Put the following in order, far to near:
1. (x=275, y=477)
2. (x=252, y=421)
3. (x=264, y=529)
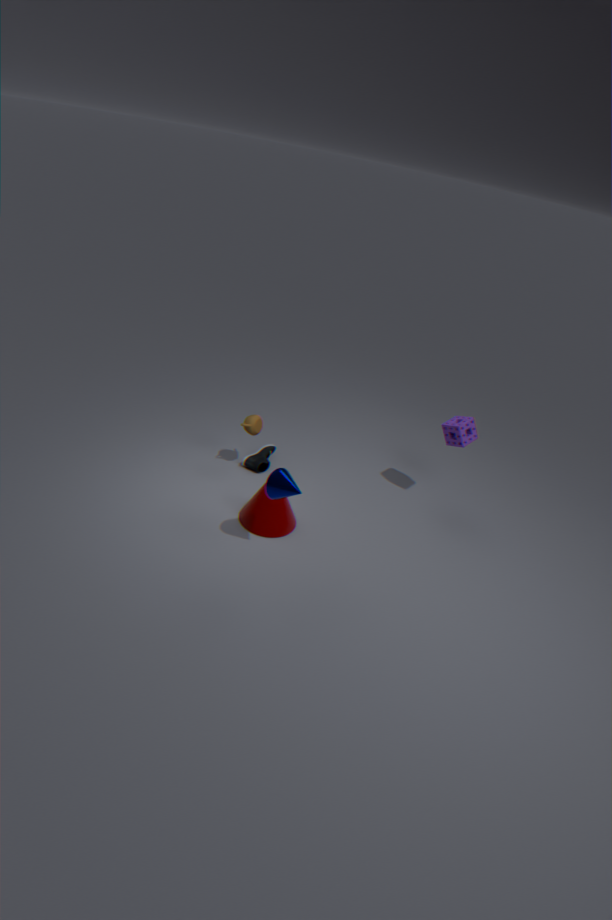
(x=252, y=421), (x=264, y=529), (x=275, y=477)
